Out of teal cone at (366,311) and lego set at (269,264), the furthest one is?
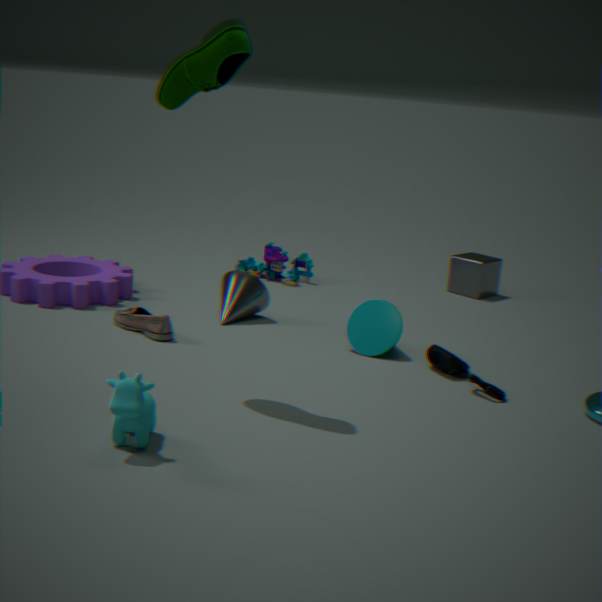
lego set at (269,264)
